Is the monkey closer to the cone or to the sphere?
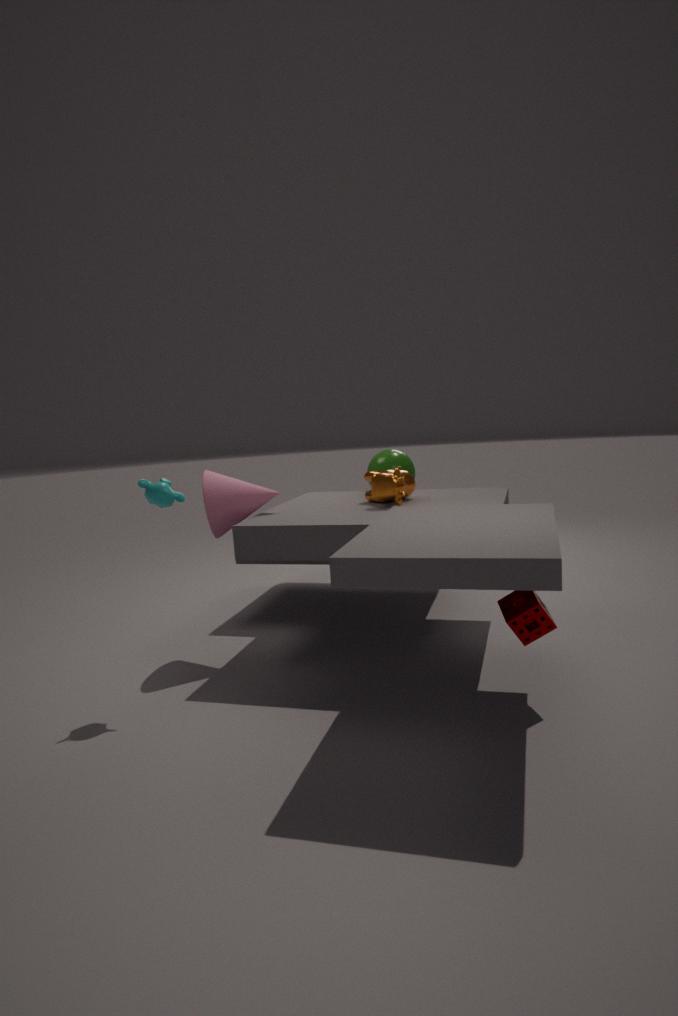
the cone
